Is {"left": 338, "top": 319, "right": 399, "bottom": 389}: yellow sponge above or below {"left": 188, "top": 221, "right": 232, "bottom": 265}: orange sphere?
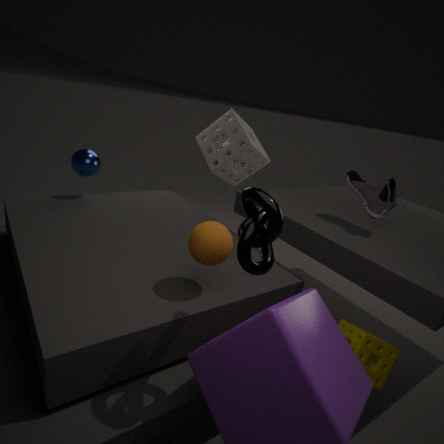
below
